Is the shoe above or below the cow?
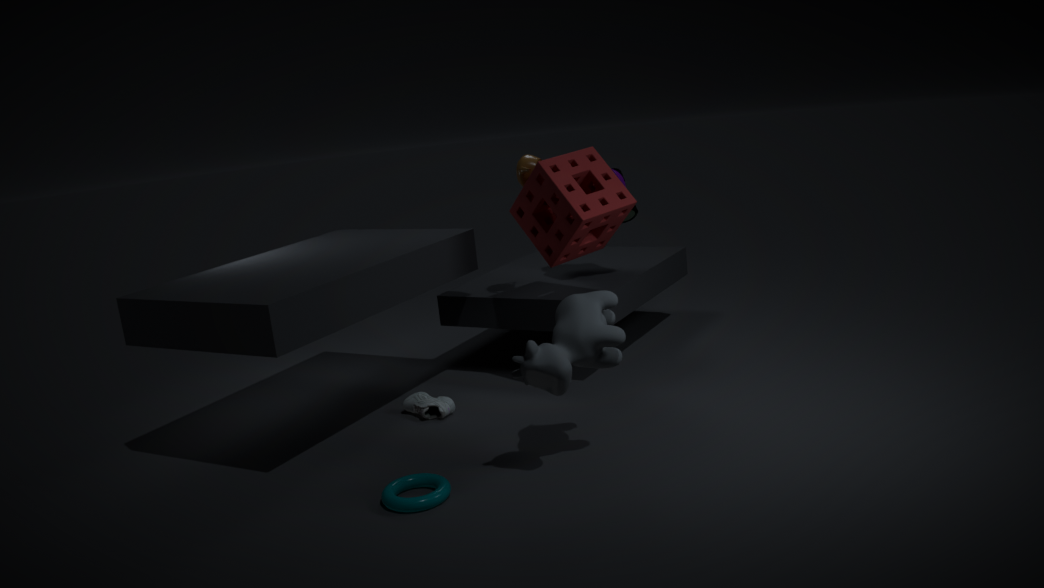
below
